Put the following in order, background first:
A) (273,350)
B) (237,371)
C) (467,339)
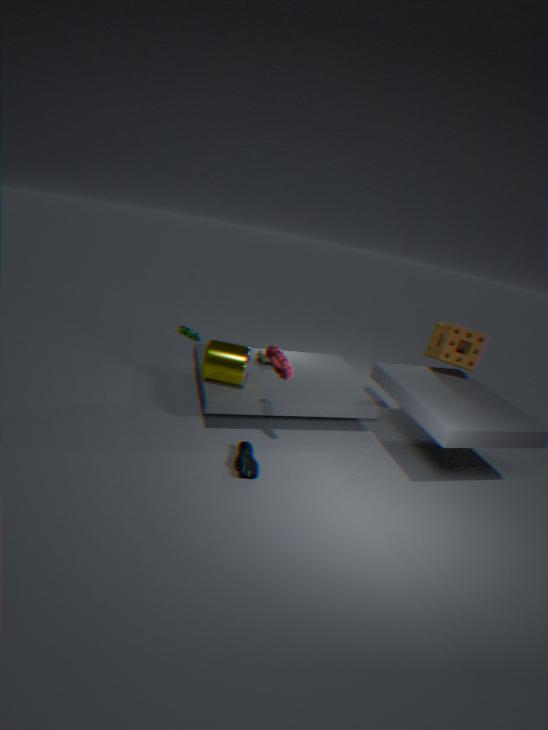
(467,339), (237,371), (273,350)
